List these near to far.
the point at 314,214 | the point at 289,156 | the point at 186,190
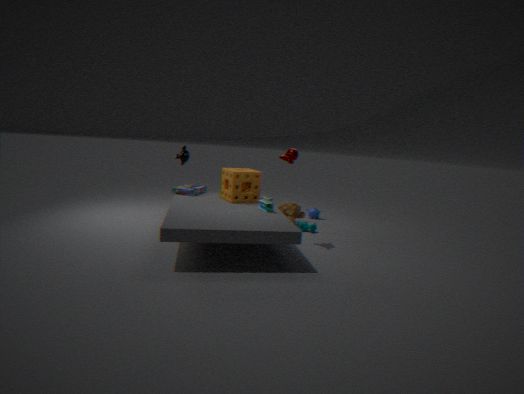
1. the point at 289,156
2. the point at 186,190
3. the point at 314,214
